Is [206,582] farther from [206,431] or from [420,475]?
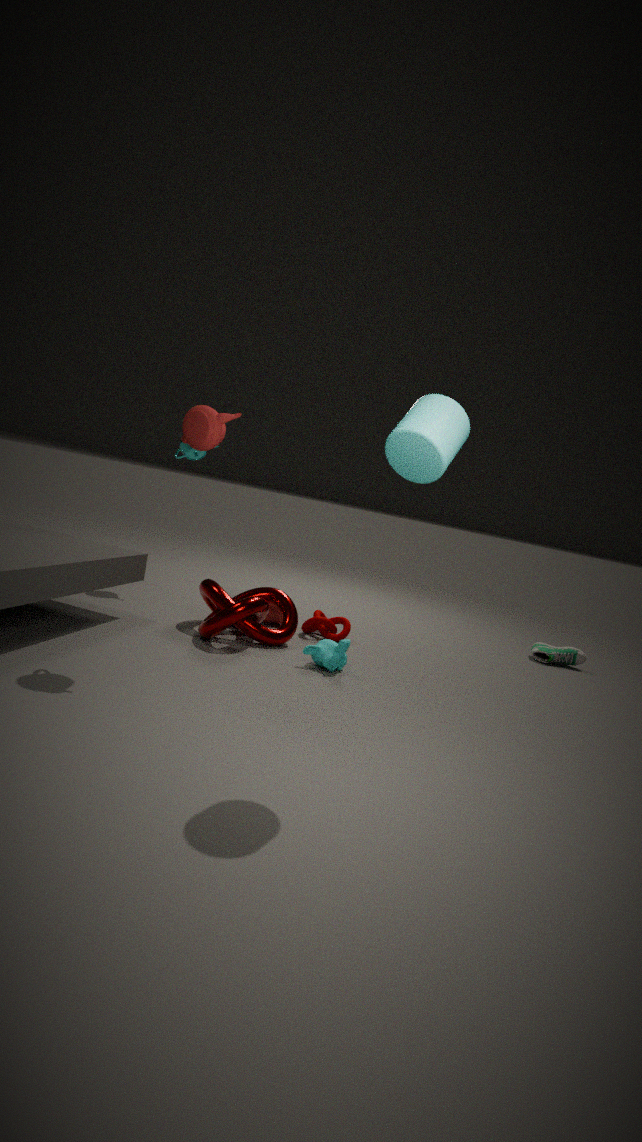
[420,475]
